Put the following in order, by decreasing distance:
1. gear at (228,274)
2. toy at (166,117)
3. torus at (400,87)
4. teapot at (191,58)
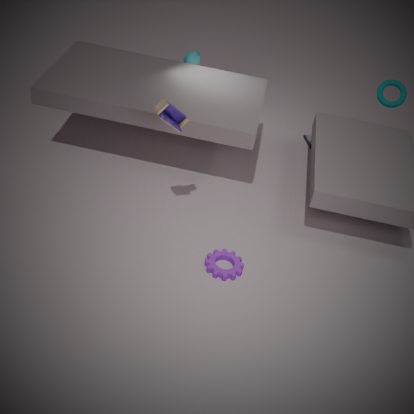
1. teapot at (191,58)
2. torus at (400,87)
3. gear at (228,274)
4. toy at (166,117)
